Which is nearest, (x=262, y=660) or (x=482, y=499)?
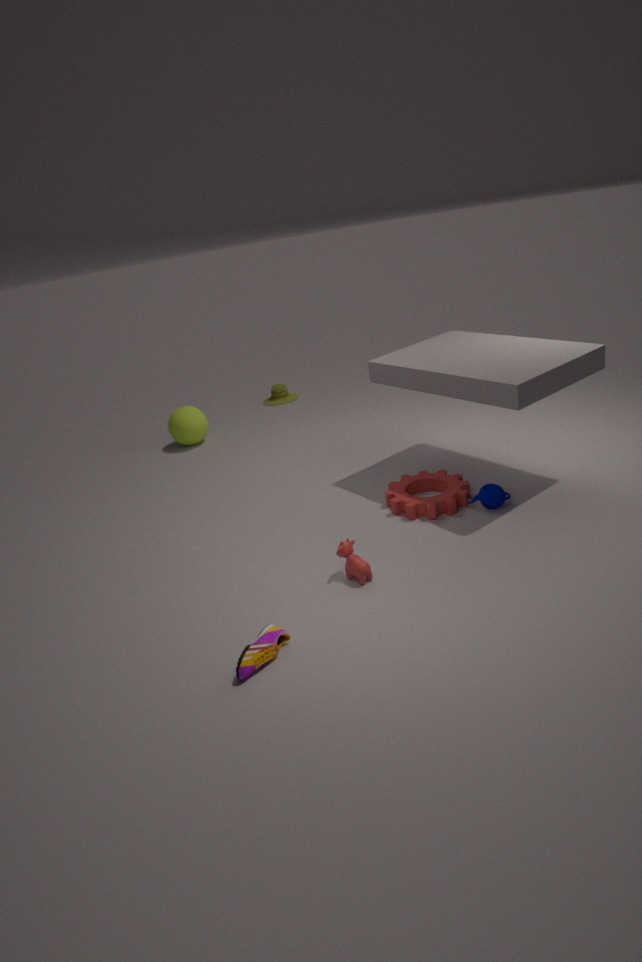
(x=262, y=660)
